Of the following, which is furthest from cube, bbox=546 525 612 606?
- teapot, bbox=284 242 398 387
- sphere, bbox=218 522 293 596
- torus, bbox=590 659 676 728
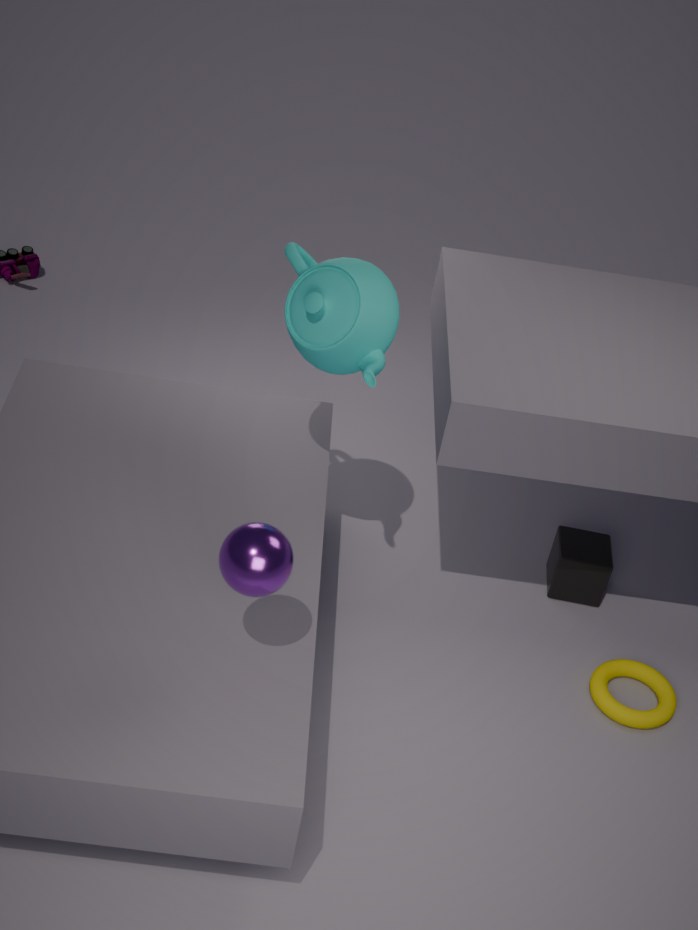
sphere, bbox=218 522 293 596
